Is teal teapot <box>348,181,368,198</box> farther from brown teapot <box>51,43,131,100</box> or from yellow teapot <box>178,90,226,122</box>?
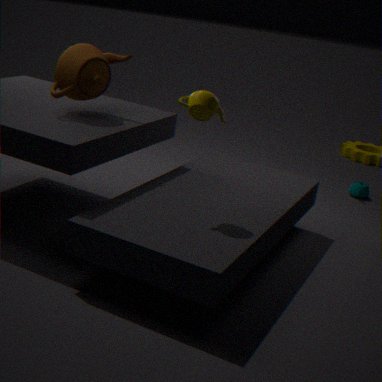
brown teapot <box>51,43,131,100</box>
